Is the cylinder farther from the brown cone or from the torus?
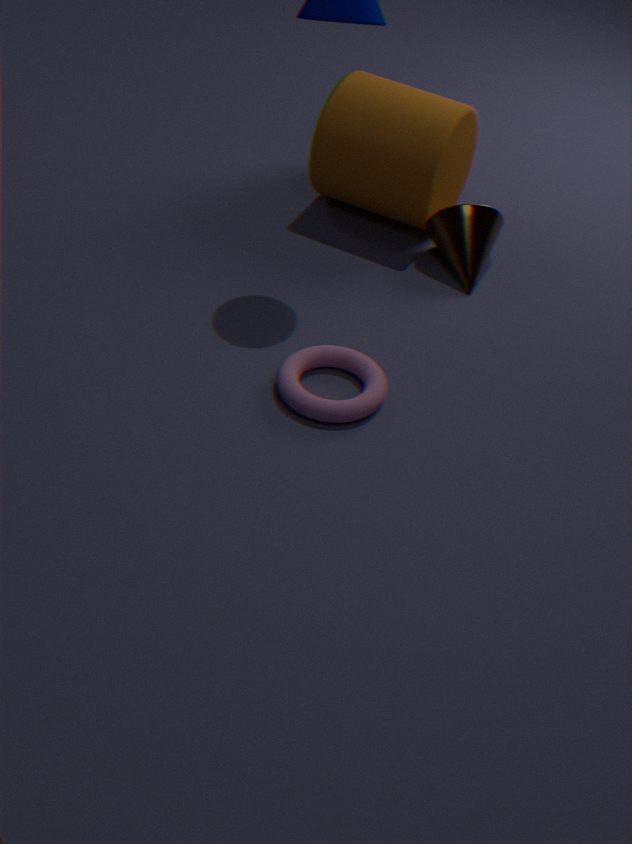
the torus
